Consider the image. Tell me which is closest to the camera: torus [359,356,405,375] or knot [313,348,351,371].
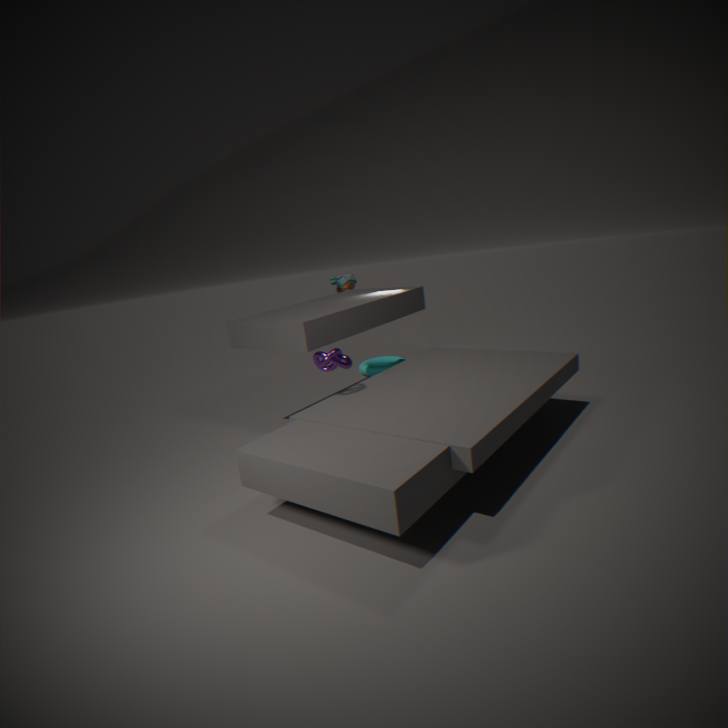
knot [313,348,351,371]
